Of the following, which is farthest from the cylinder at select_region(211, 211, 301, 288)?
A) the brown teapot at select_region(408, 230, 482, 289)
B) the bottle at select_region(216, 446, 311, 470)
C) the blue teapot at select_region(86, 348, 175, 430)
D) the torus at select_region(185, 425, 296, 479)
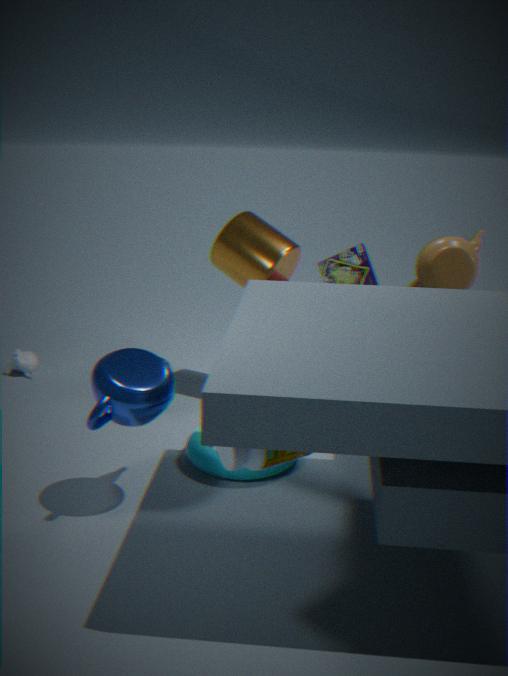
the bottle at select_region(216, 446, 311, 470)
